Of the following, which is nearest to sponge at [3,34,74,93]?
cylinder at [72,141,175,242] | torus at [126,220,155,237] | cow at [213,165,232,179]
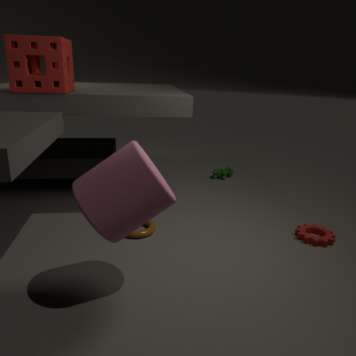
cylinder at [72,141,175,242]
